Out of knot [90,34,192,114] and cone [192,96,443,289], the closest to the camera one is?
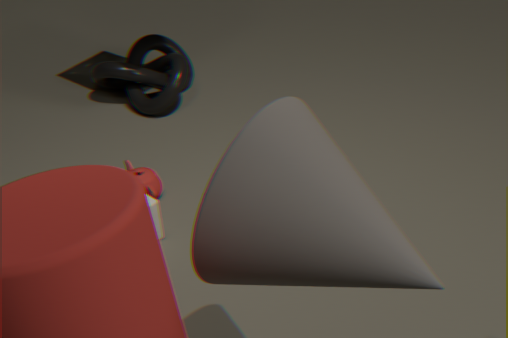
cone [192,96,443,289]
